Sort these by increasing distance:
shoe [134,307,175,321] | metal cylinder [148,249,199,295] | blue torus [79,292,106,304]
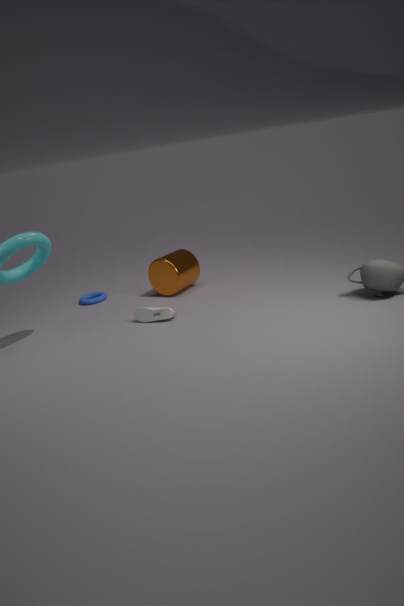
shoe [134,307,175,321]
metal cylinder [148,249,199,295]
blue torus [79,292,106,304]
